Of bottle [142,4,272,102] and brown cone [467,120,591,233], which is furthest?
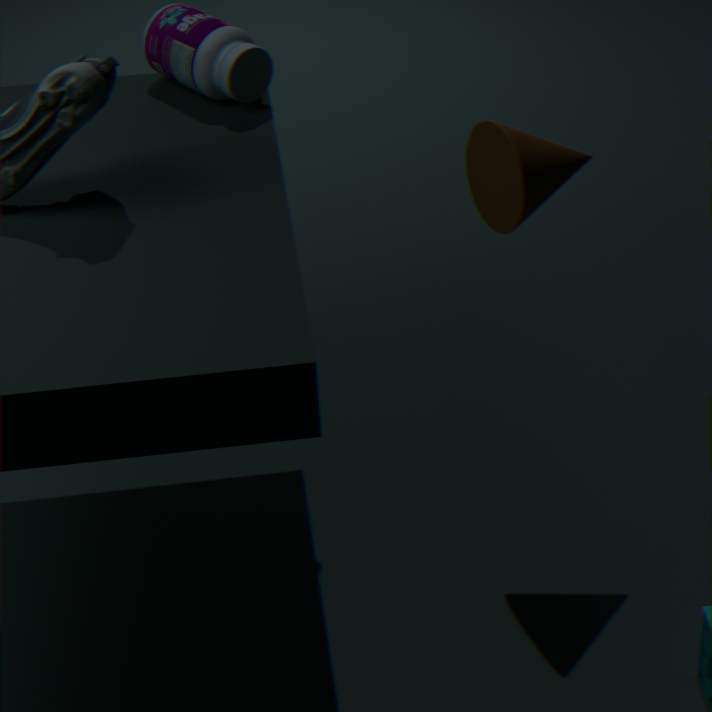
bottle [142,4,272,102]
